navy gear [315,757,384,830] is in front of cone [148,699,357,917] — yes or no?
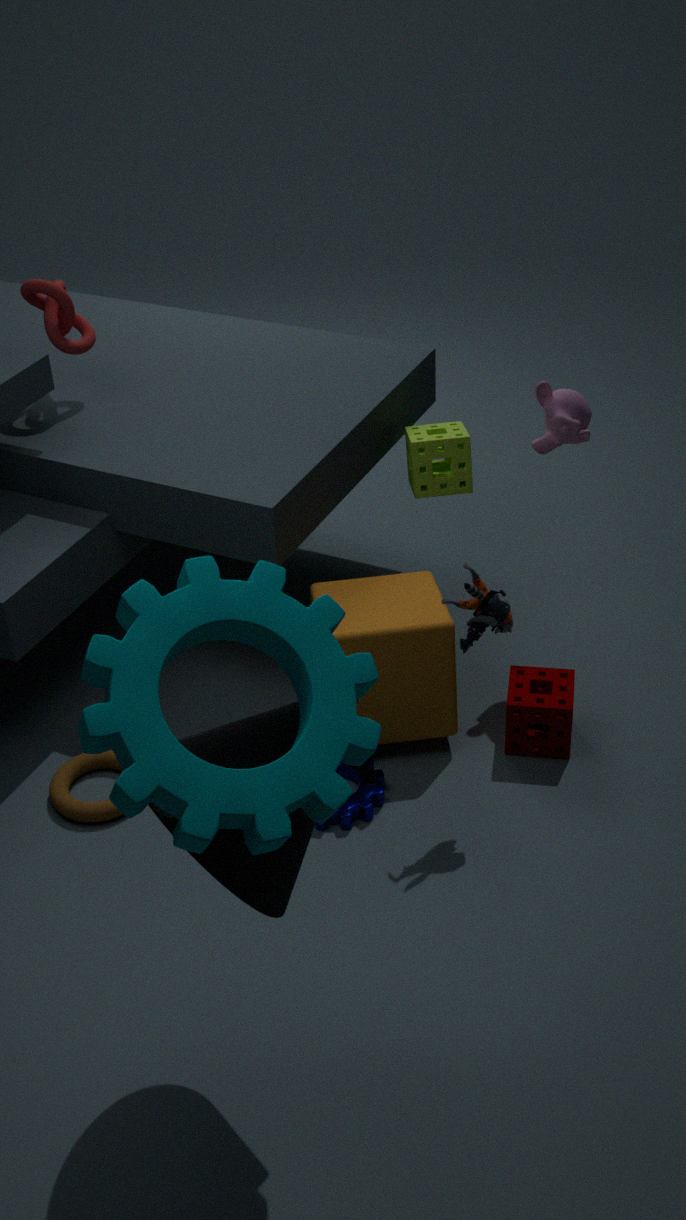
No
